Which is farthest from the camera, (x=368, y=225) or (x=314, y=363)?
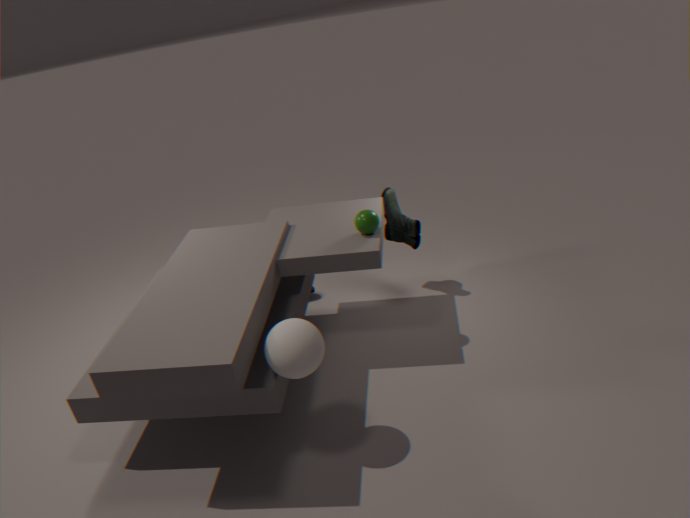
(x=368, y=225)
